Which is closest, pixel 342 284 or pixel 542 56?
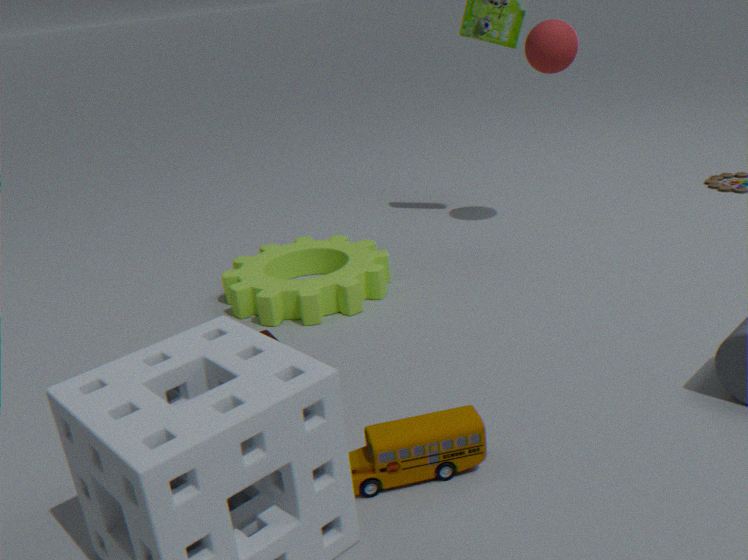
pixel 342 284
